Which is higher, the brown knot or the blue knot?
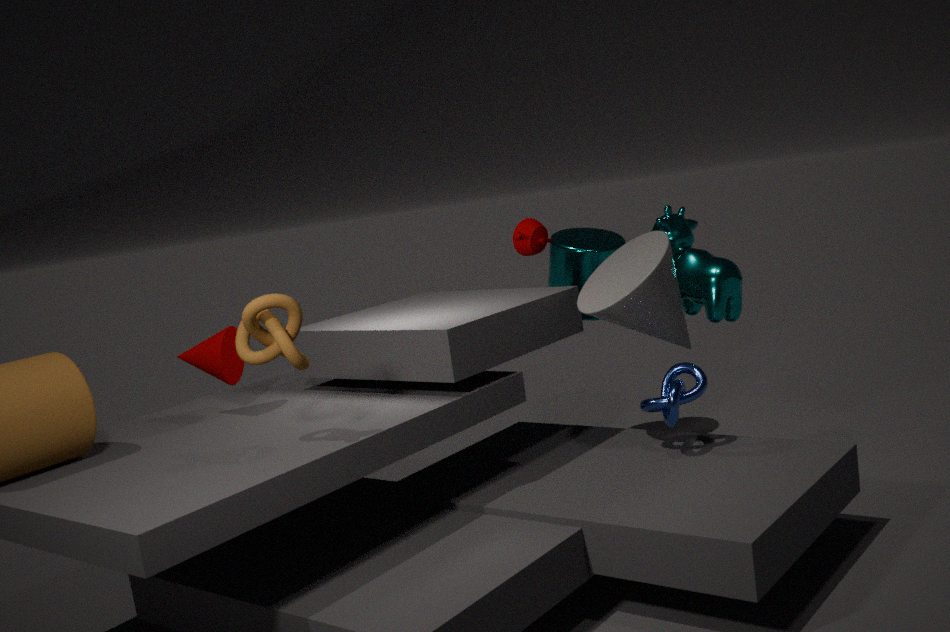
the brown knot
